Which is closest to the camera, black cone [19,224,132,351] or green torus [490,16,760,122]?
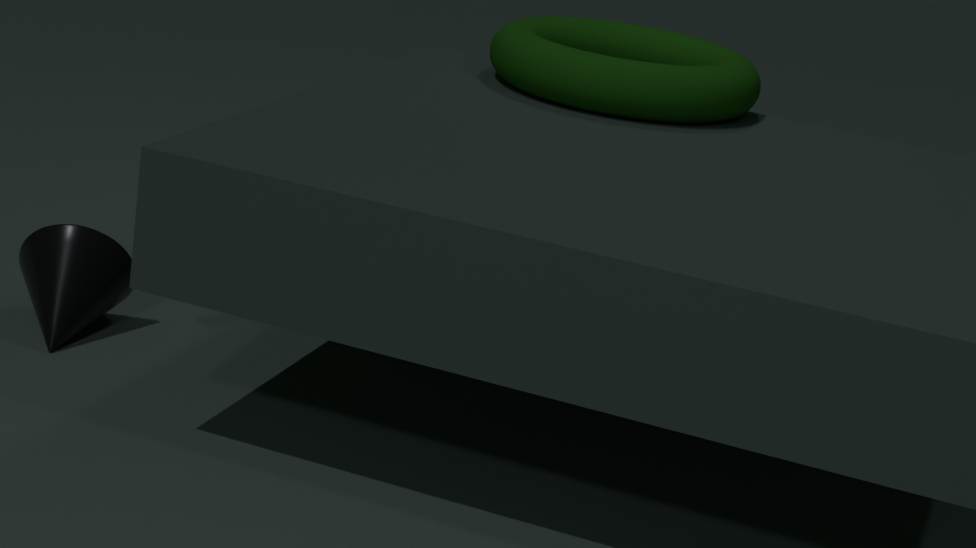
black cone [19,224,132,351]
